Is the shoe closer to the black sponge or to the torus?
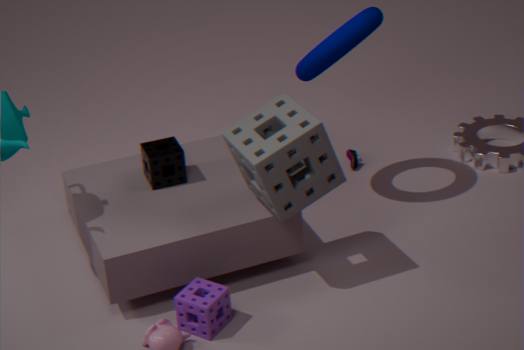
the torus
